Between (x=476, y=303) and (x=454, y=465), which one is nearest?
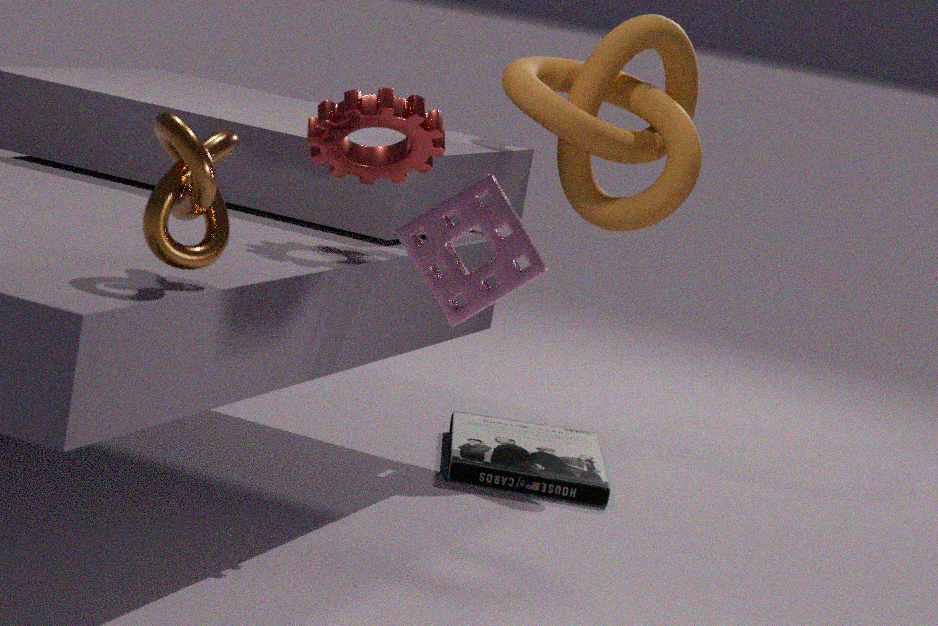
(x=476, y=303)
